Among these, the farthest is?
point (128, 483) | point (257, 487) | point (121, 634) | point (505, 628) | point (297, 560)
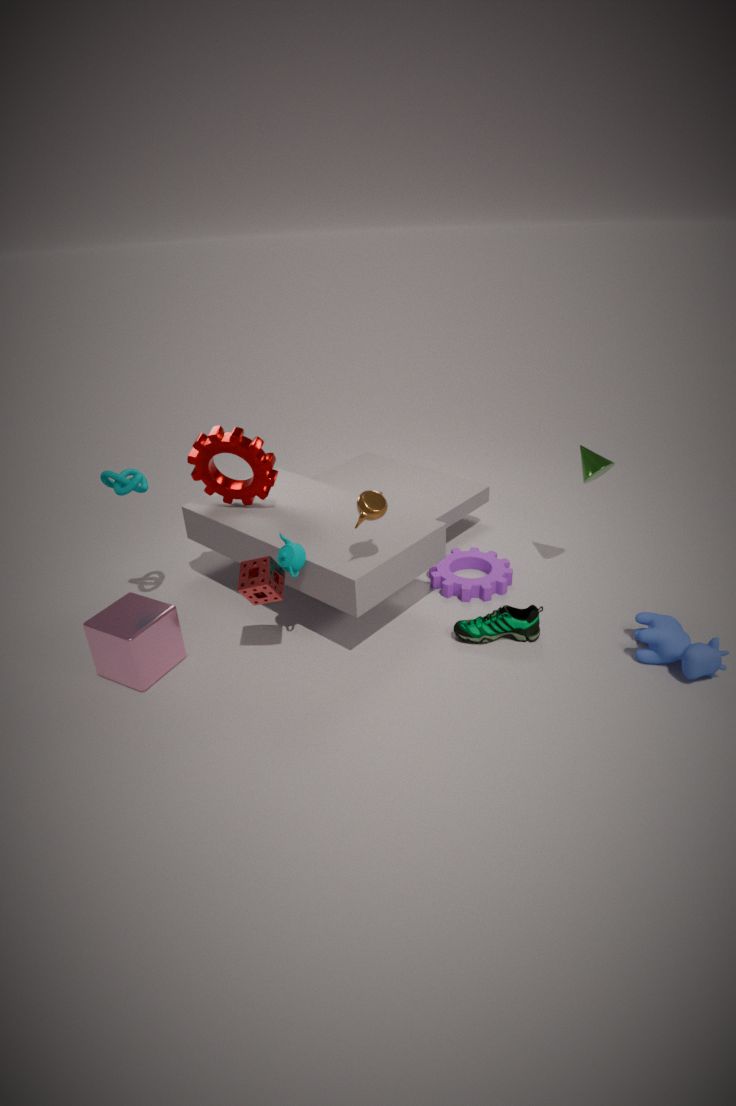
point (257, 487)
